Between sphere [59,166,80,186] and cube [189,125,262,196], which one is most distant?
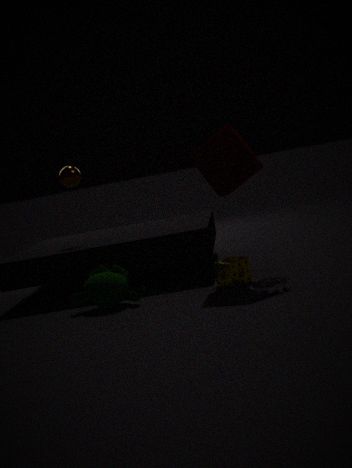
sphere [59,166,80,186]
